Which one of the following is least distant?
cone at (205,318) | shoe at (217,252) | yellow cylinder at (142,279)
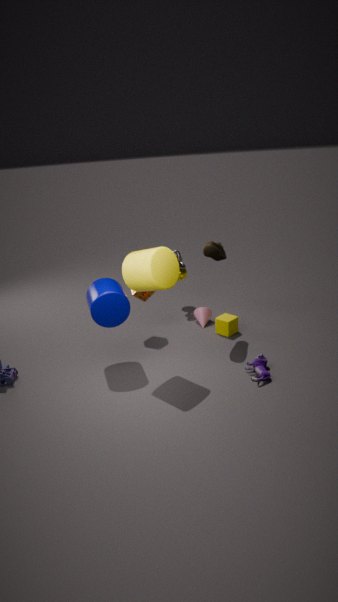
yellow cylinder at (142,279)
